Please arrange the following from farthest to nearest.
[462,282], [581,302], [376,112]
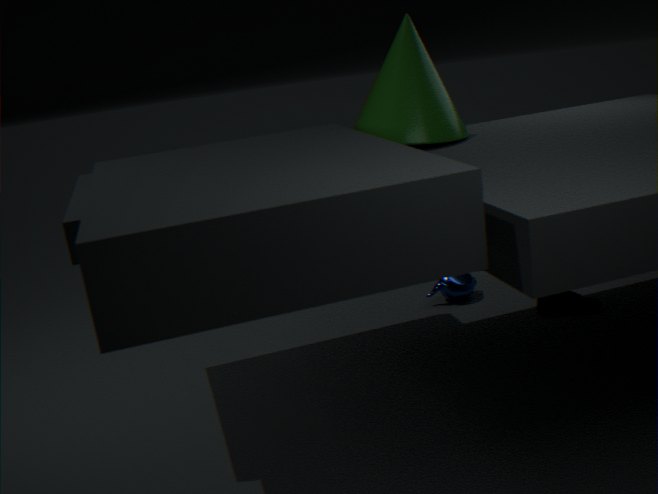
[462,282] < [581,302] < [376,112]
